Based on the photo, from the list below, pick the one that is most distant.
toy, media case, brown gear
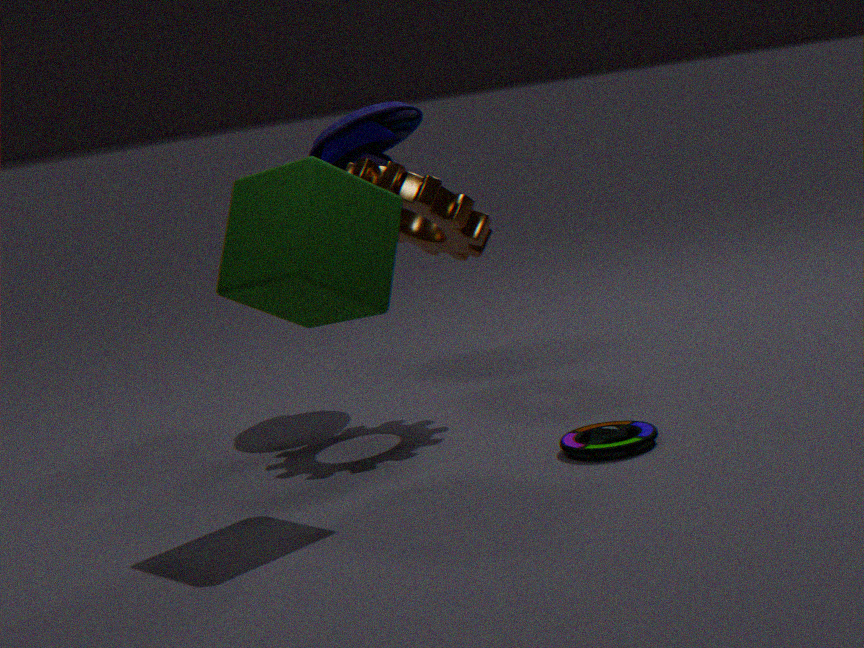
toy
